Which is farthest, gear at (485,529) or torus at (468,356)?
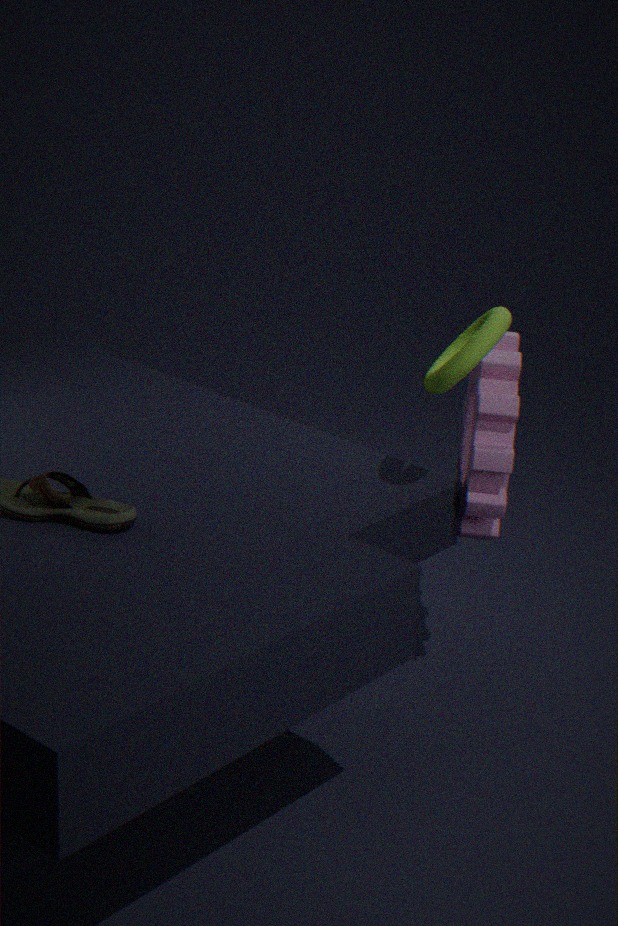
gear at (485,529)
